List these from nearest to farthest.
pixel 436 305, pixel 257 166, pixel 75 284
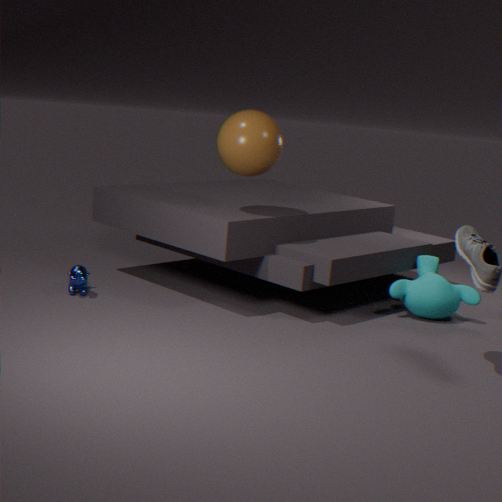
pixel 257 166
pixel 75 284
pixel 436 305
